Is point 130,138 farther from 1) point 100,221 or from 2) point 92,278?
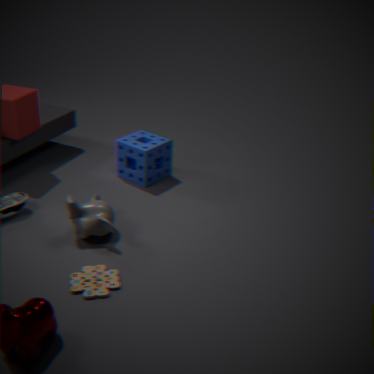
2) point 92,278
